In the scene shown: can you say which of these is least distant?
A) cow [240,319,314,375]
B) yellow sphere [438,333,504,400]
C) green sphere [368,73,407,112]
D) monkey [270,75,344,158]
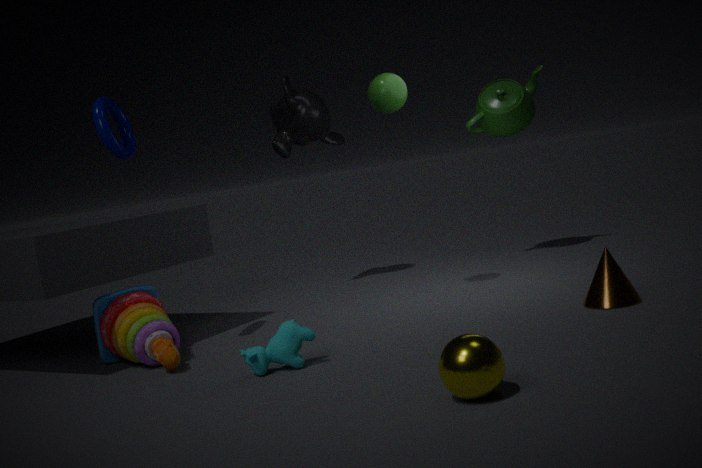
yellow sphere [438,333,504,400]
